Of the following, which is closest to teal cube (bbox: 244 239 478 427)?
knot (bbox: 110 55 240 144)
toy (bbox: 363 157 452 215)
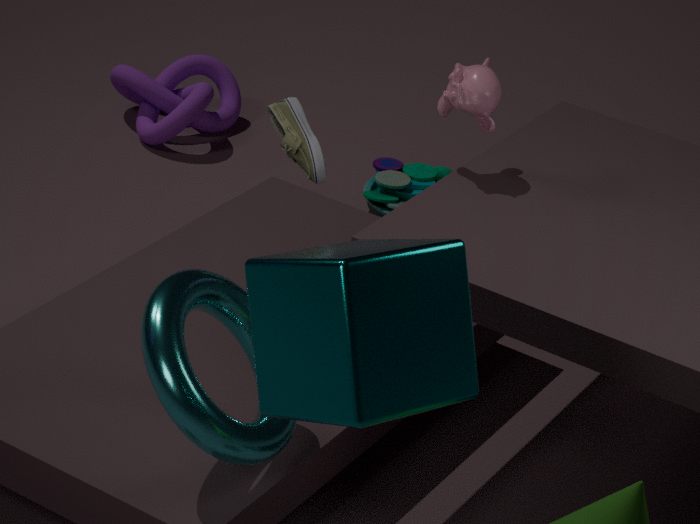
toy (bbox: 363 157 452 215)
